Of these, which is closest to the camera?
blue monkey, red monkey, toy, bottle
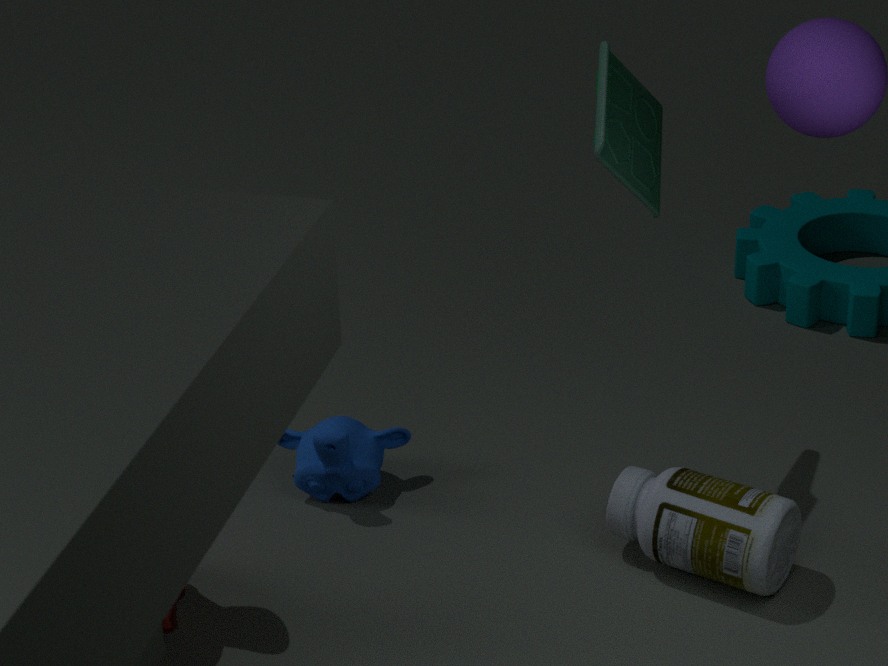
red monkey
